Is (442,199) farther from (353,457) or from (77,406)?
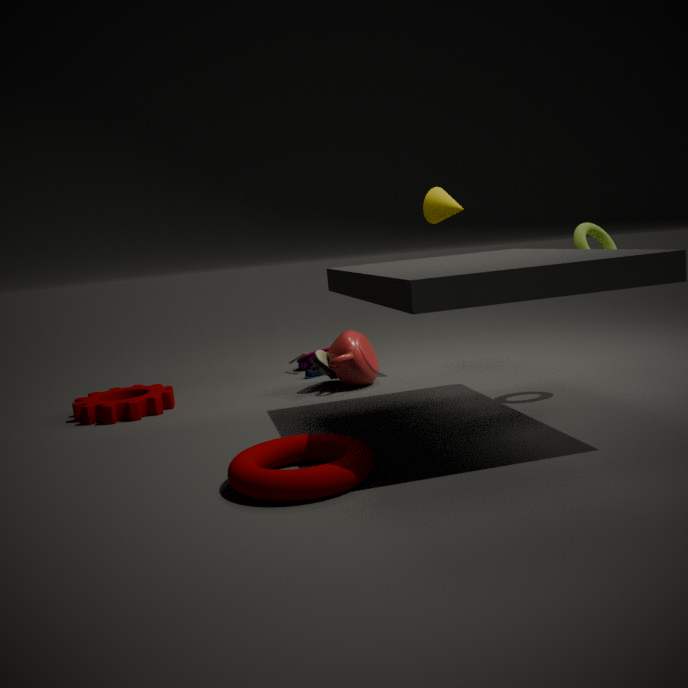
(353,457)
